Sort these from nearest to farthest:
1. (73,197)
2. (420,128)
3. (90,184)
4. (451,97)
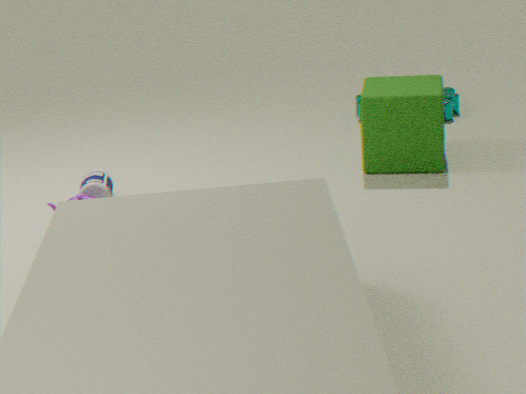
(73,197)
(90,184)
(420,128)
(451,97)
